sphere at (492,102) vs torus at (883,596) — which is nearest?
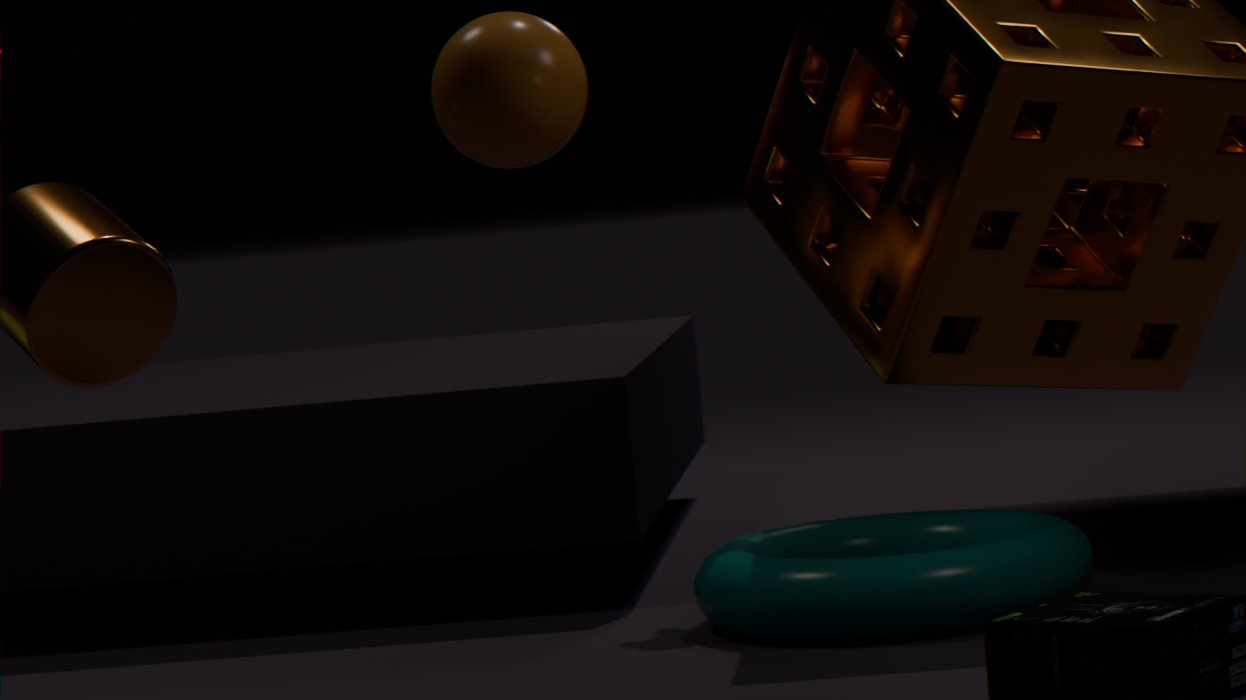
sphere at (492,102)
